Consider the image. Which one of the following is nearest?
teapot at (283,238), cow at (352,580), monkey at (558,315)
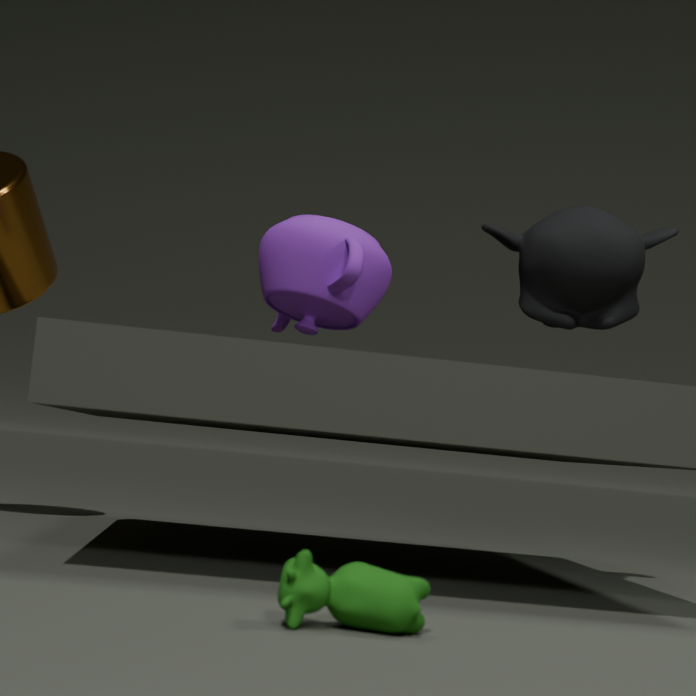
cow at (352,580)
